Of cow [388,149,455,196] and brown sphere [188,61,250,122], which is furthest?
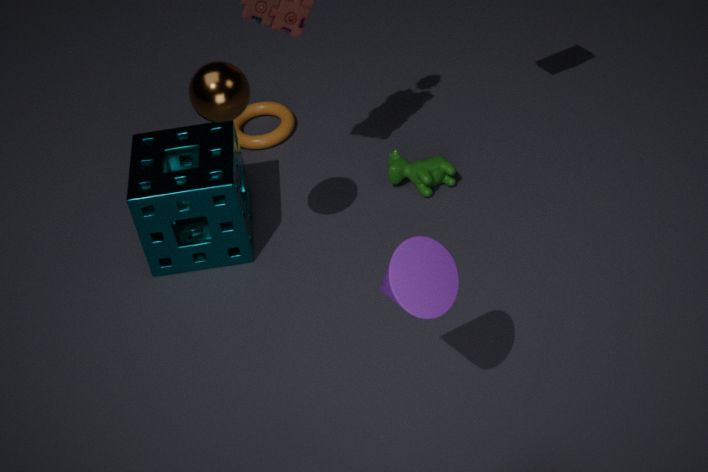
cow [388,149,455,196]
